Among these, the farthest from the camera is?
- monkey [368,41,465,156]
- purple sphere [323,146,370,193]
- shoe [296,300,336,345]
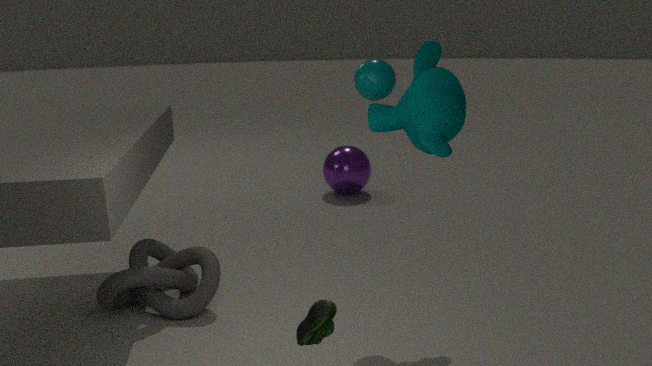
purple sphere [323,146,370,193]
